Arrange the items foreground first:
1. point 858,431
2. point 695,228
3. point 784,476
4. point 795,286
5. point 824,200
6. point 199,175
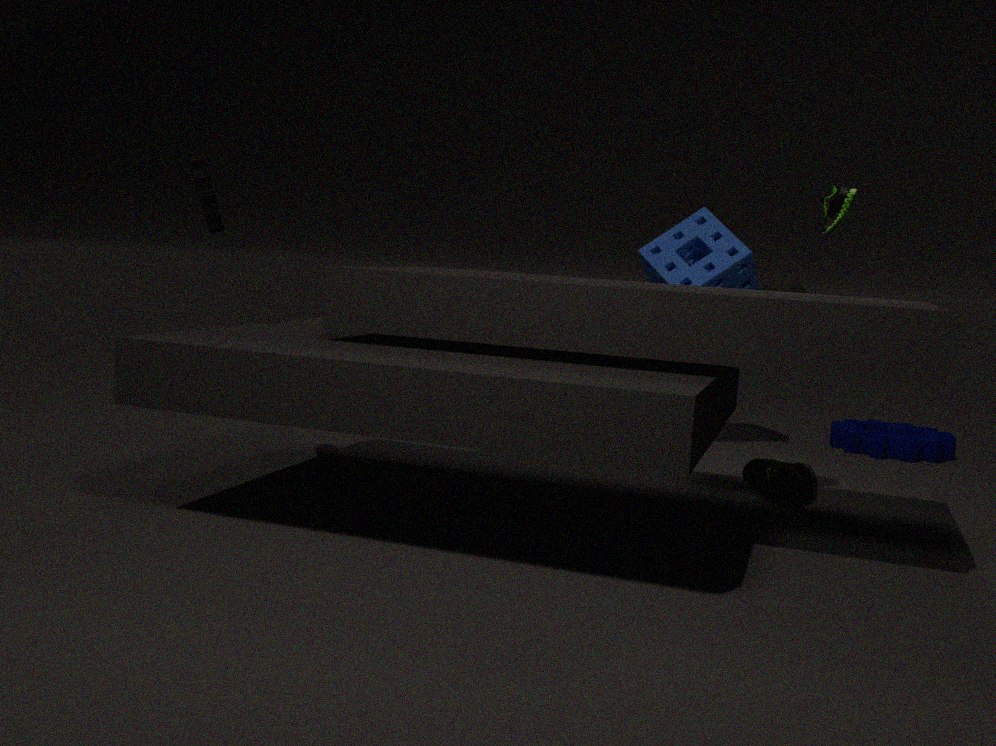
point 824,200, point 199,175, point 784,476, point 795,286, point 695,228, point 858,431
